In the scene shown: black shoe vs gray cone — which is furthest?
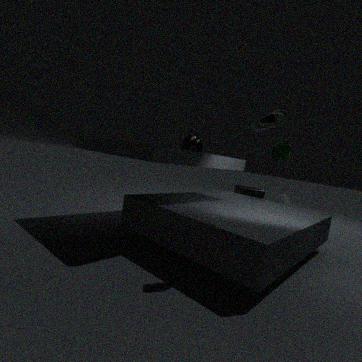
gray cone
